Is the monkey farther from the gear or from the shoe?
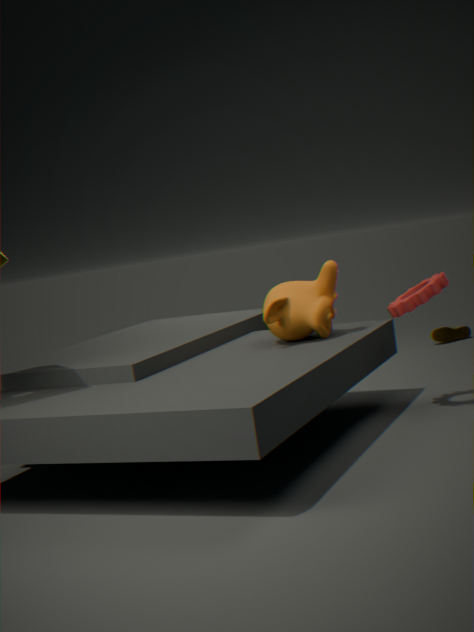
the shoe
